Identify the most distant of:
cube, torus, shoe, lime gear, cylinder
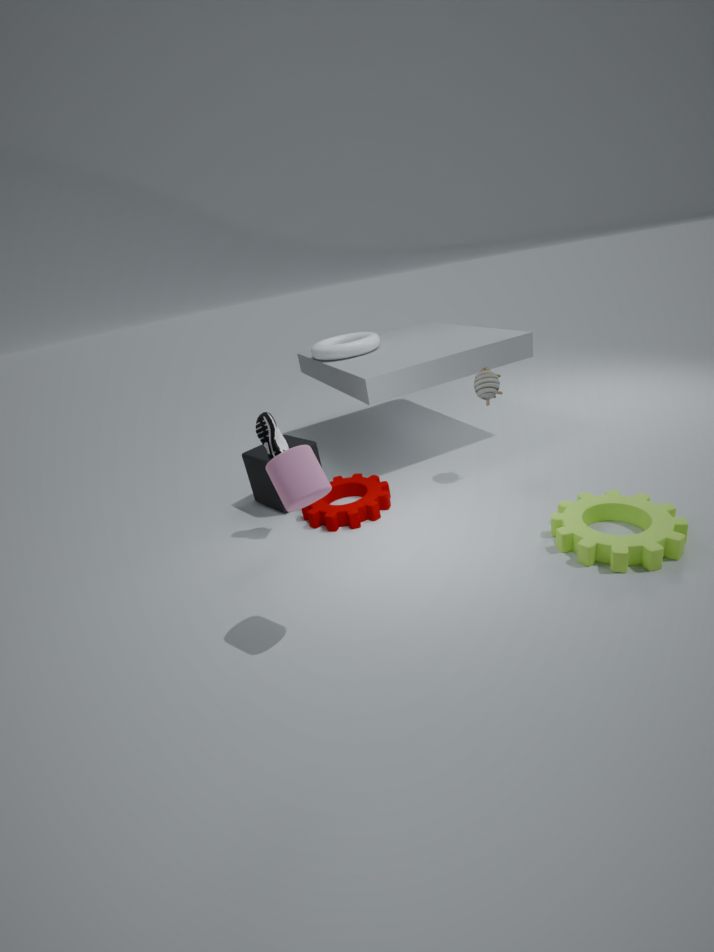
torus
